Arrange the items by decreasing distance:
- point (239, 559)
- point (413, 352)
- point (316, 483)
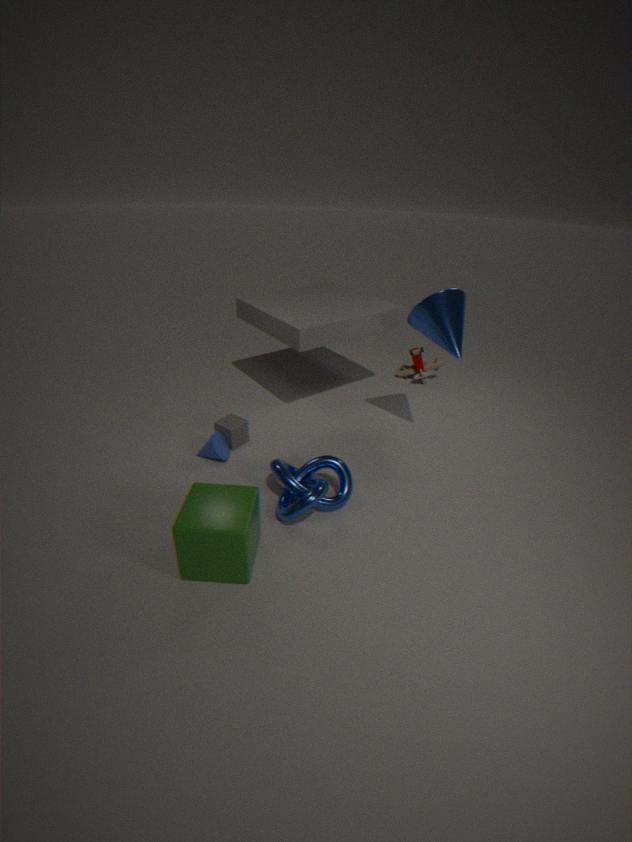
point (413, 352) < point (316, 483) < point (239, 559)
